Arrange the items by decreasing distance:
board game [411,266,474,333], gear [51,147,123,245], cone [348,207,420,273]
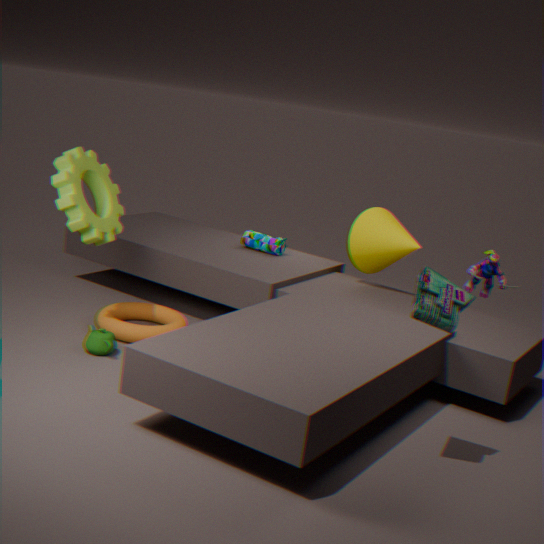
cone [348,207,420,273] → gear [51,147,123,245] → board game [411,266,474,333]
